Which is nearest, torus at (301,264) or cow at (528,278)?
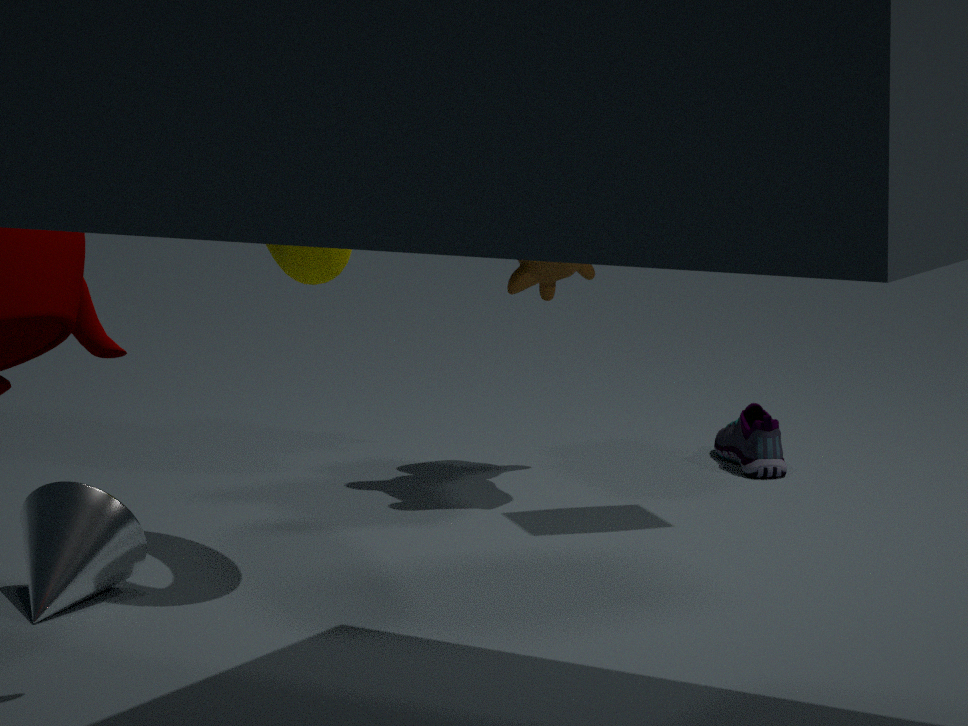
torus at (301,264)
